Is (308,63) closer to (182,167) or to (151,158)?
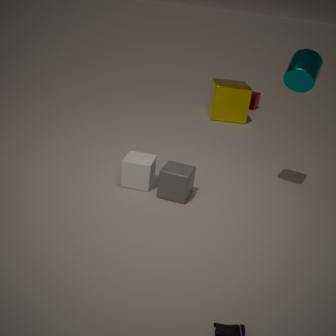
(182,167)
